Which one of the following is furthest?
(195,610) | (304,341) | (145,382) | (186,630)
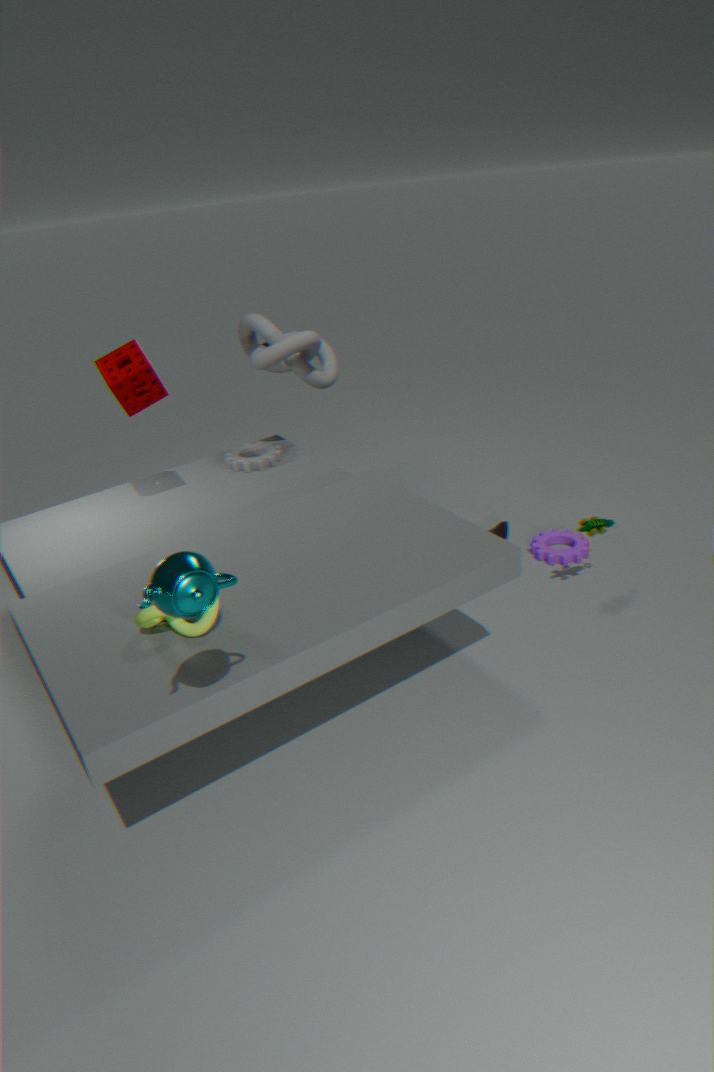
(304,341)
